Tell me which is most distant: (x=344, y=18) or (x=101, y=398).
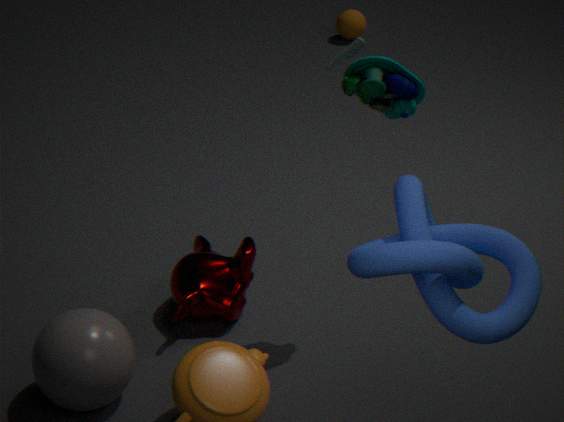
(x=344, y=18)
